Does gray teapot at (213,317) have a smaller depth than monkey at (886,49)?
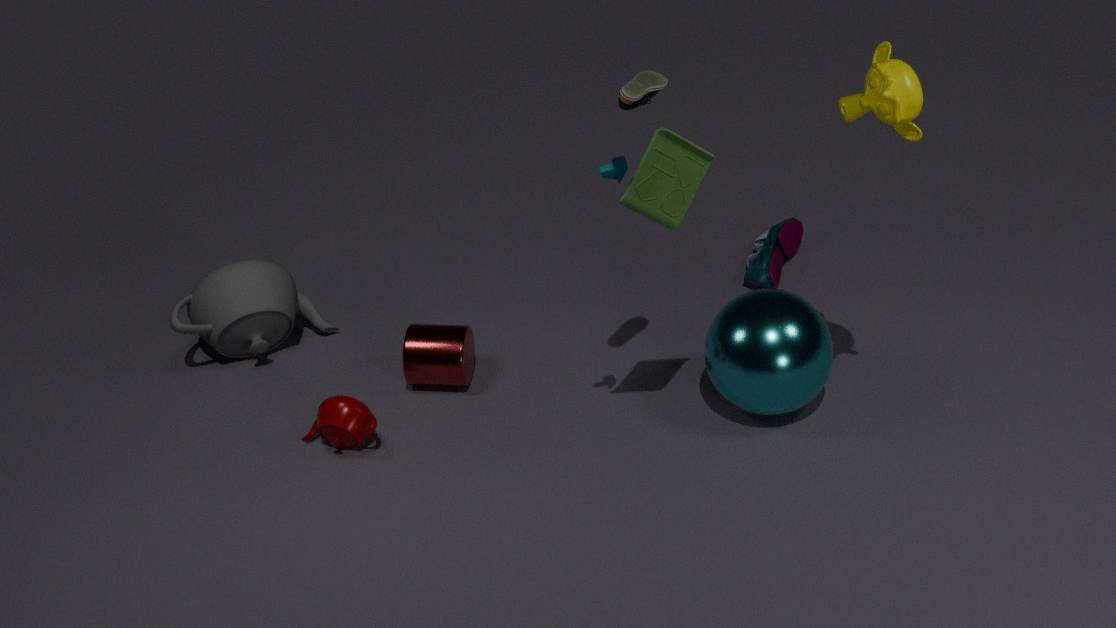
No
